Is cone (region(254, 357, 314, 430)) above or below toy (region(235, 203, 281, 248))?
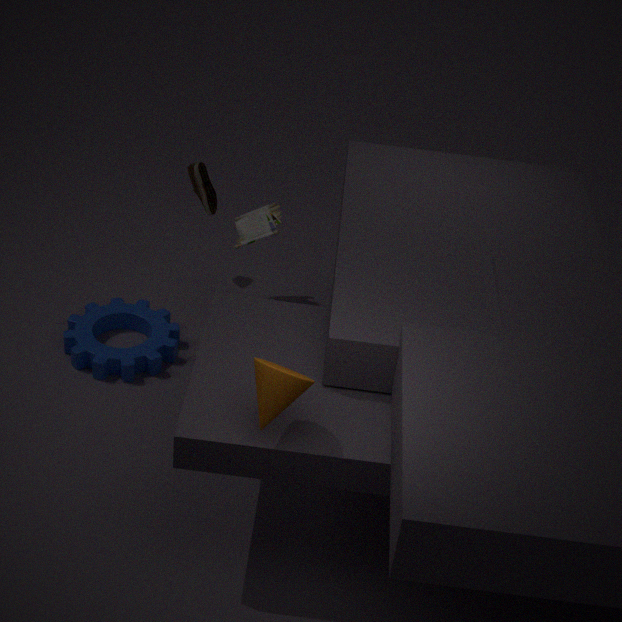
above
